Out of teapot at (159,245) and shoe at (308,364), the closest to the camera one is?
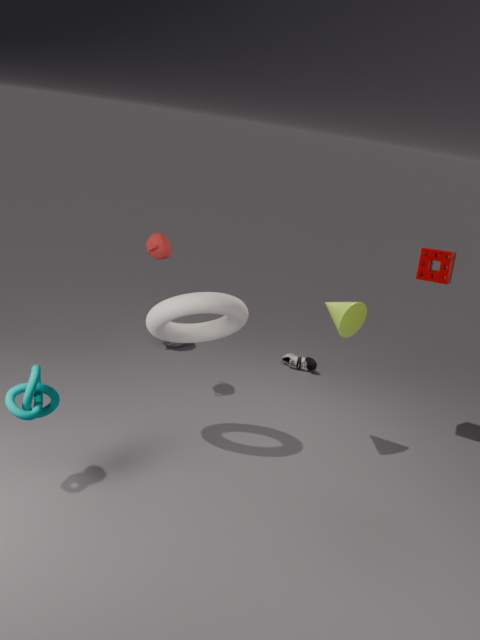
teapot at (159,245)
